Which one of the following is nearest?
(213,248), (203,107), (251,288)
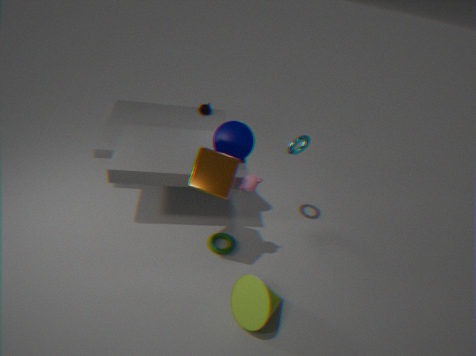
(251,288)
